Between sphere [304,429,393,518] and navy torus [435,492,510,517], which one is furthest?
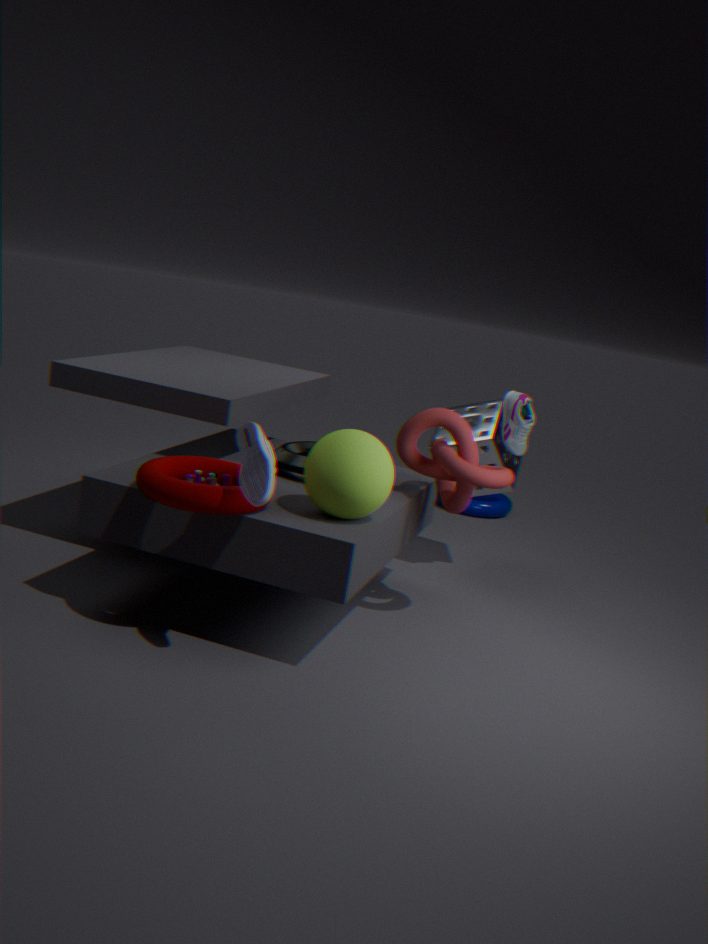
navy torus [435,492,510,517]
